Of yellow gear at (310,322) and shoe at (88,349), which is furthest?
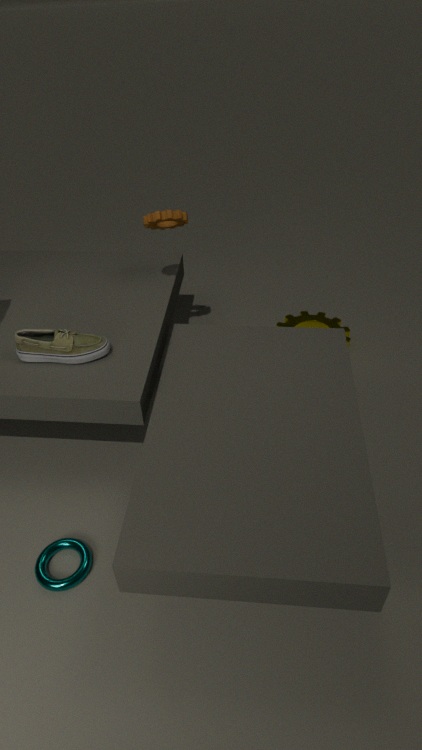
yellow gear at (310,322)
